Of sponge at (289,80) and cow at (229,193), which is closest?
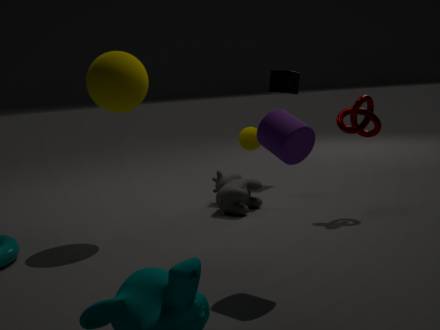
cow at (229,193)
